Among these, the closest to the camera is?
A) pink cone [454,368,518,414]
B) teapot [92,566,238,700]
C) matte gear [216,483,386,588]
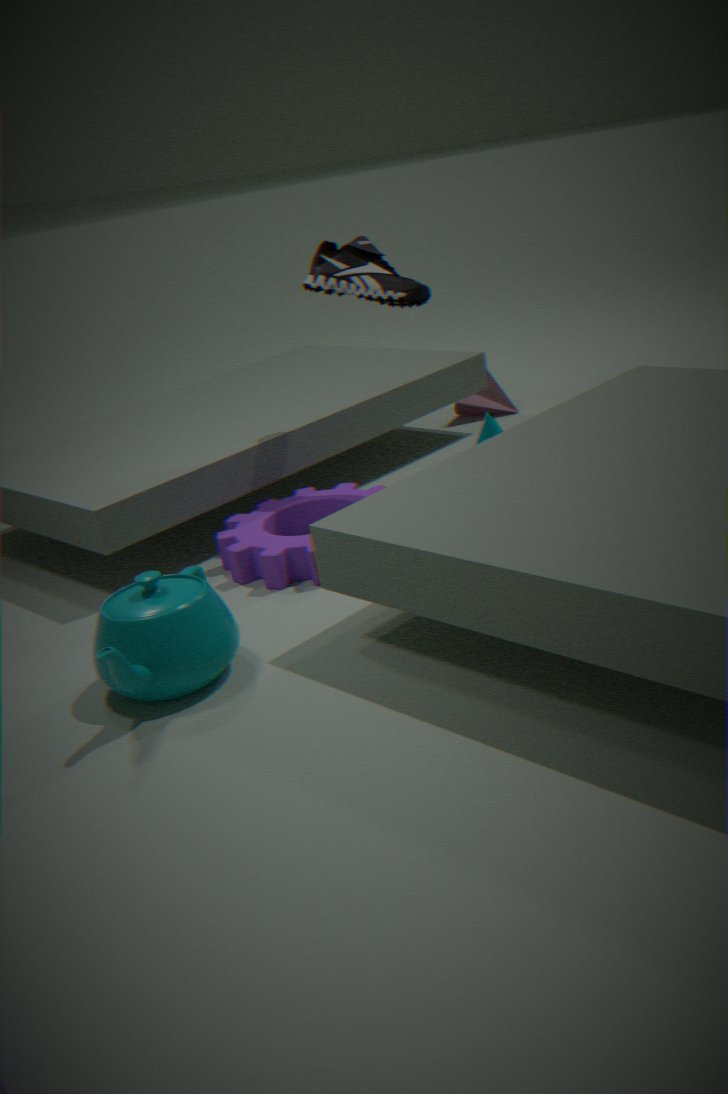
teapot [92,566,238,700]
